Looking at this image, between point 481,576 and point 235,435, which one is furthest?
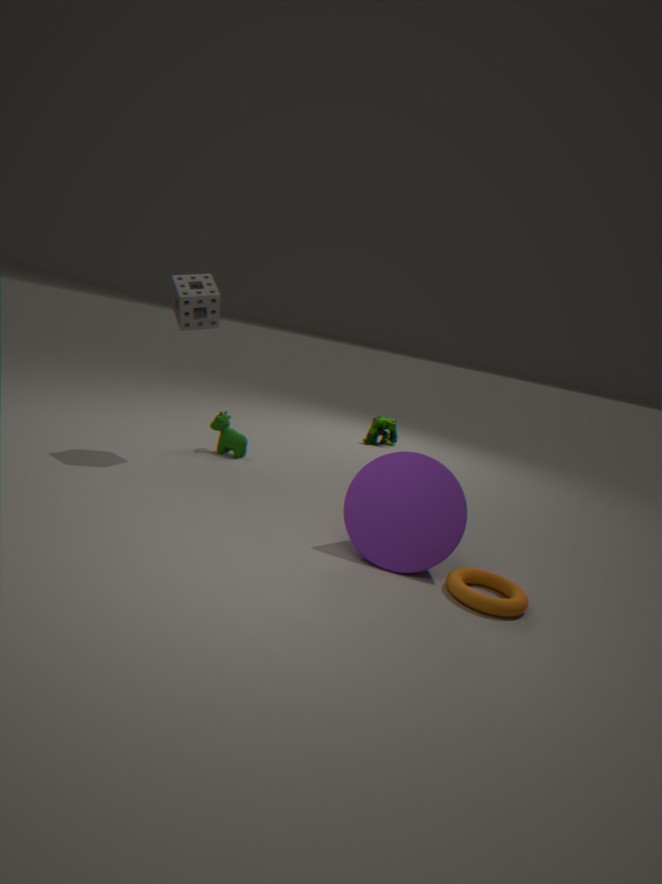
point 235,435
